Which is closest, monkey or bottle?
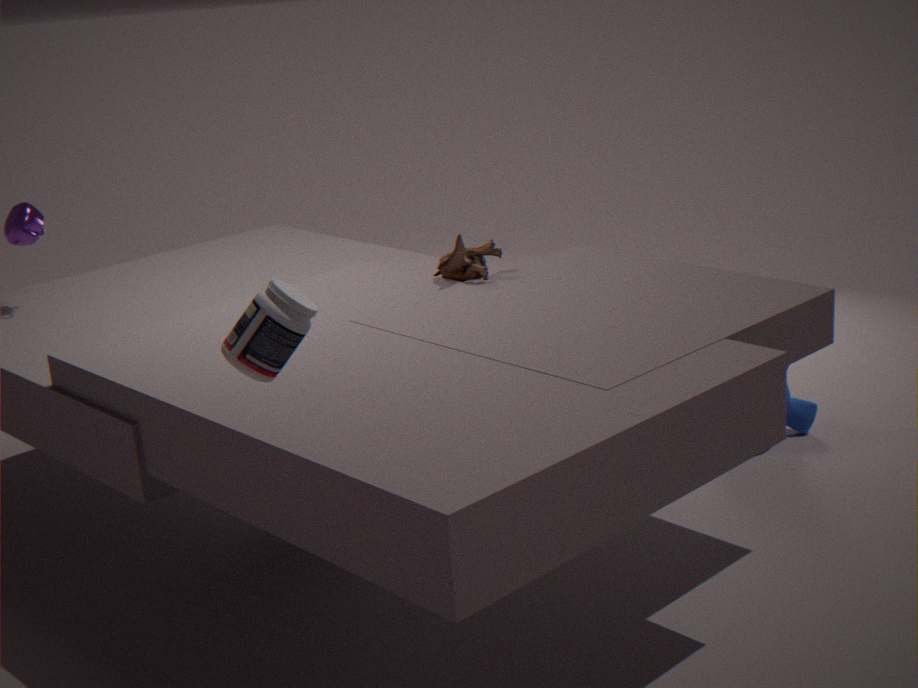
bottle
